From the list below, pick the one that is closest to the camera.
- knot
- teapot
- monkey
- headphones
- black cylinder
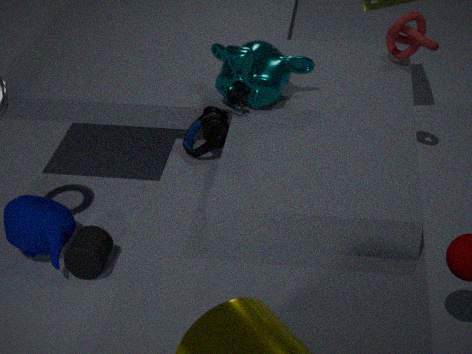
monkey
